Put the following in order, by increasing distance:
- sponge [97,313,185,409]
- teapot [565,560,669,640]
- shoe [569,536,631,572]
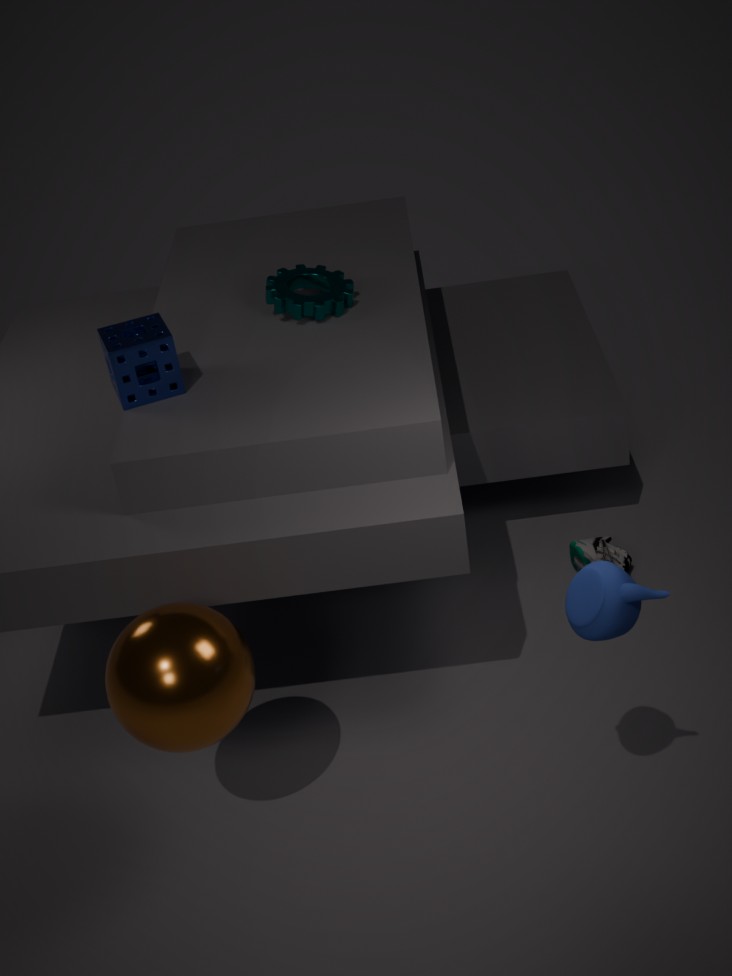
1. teapot [565,560,669,640]
2. sponge [97,313,185,409]
3. shoe [569,536,631,572]
